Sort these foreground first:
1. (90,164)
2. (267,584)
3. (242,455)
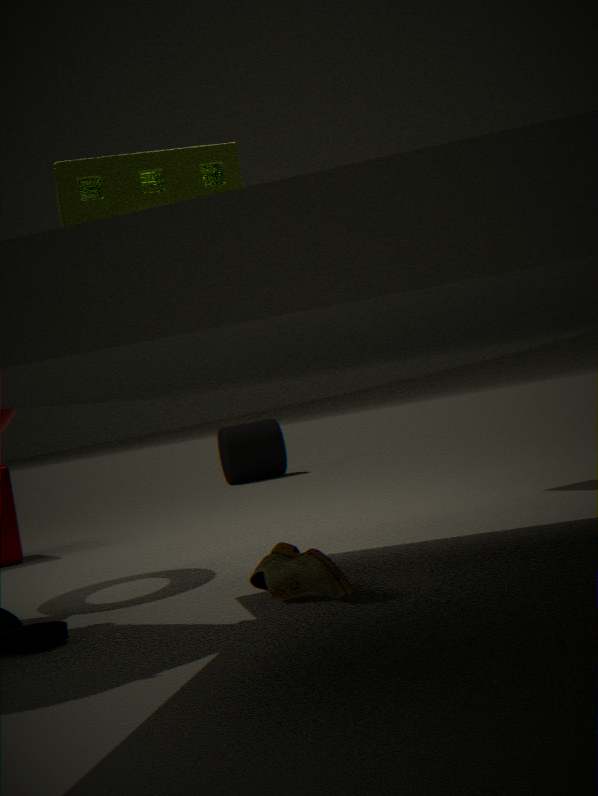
(90,164) < (267,584) < (242,455)
